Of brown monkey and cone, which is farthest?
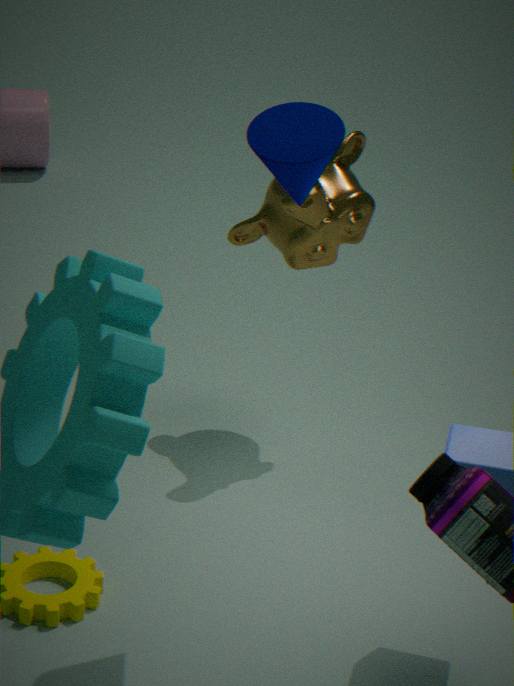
brown monkey
